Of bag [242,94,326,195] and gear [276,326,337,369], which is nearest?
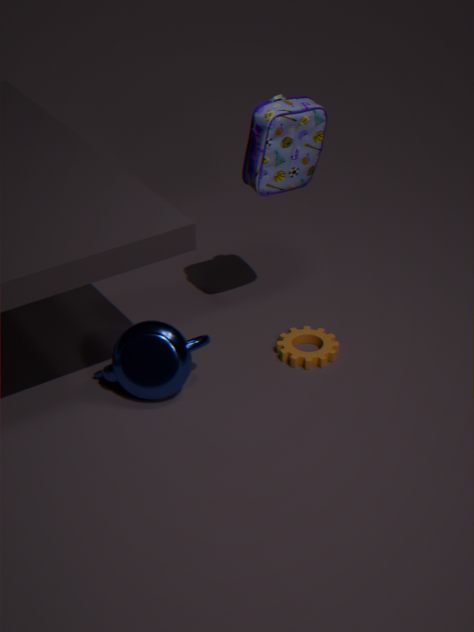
bag [242,94,326,195]
